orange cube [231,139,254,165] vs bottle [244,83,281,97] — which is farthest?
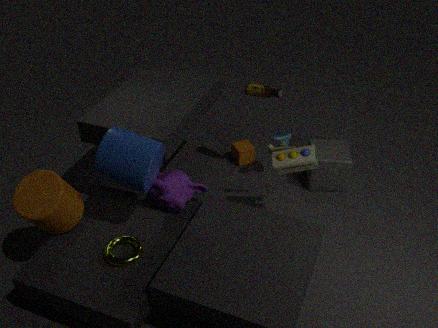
orange cube [231,139,254,165]
